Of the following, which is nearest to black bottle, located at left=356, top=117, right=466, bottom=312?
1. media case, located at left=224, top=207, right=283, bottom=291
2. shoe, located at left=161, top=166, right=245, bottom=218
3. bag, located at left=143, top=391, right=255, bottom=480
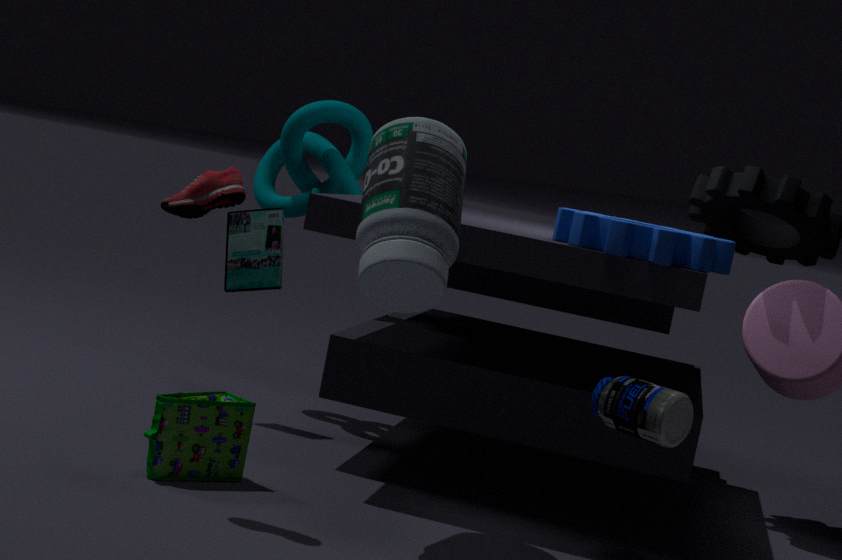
shoe, located at left=161, top=166, right=245, bottom=218
